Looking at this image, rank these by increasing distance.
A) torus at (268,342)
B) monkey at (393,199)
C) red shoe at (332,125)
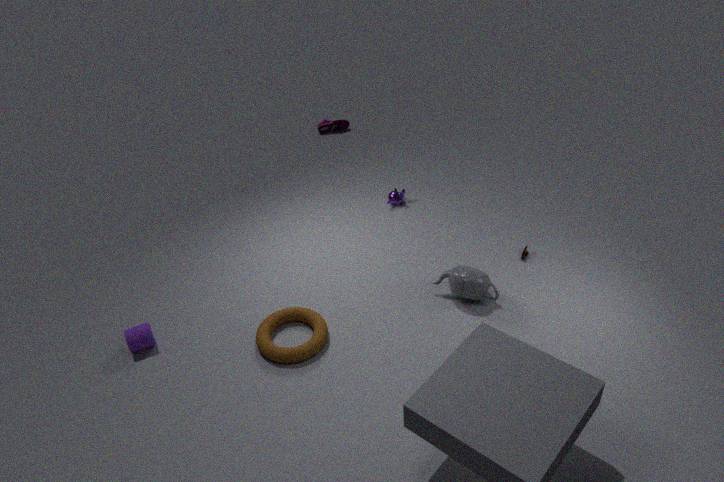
torus at (268,342) → monkey at (393,199) → red shoe at (332,125)
